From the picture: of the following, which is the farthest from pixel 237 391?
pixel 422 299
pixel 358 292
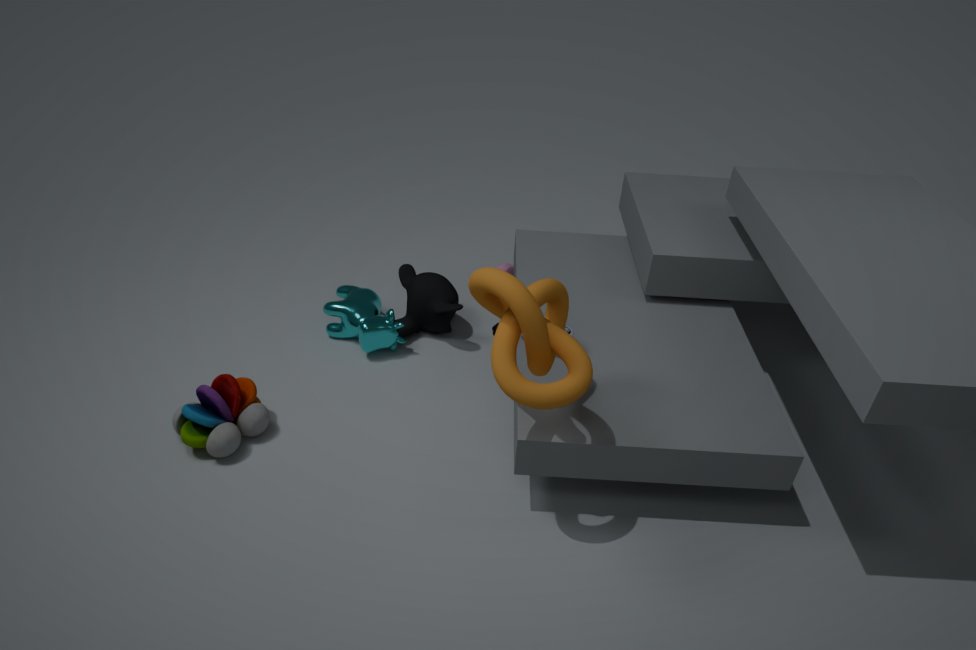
pixel 422 299
